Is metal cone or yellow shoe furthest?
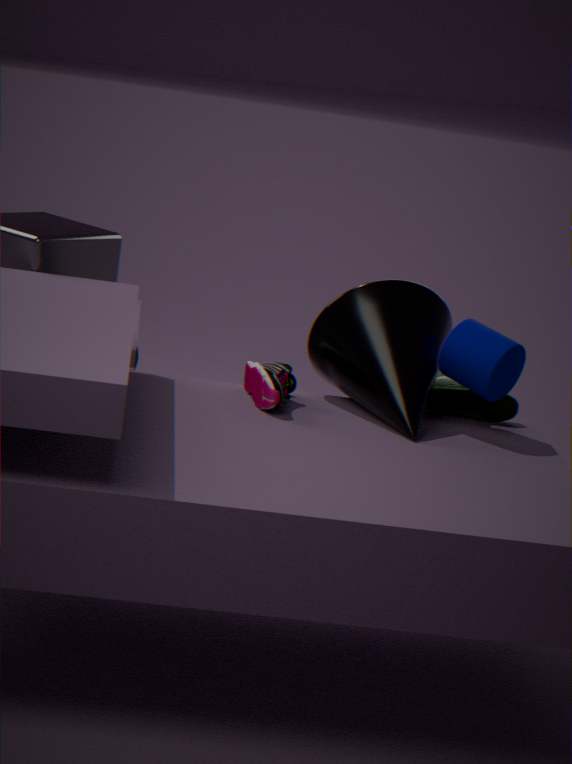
yellow shoe
